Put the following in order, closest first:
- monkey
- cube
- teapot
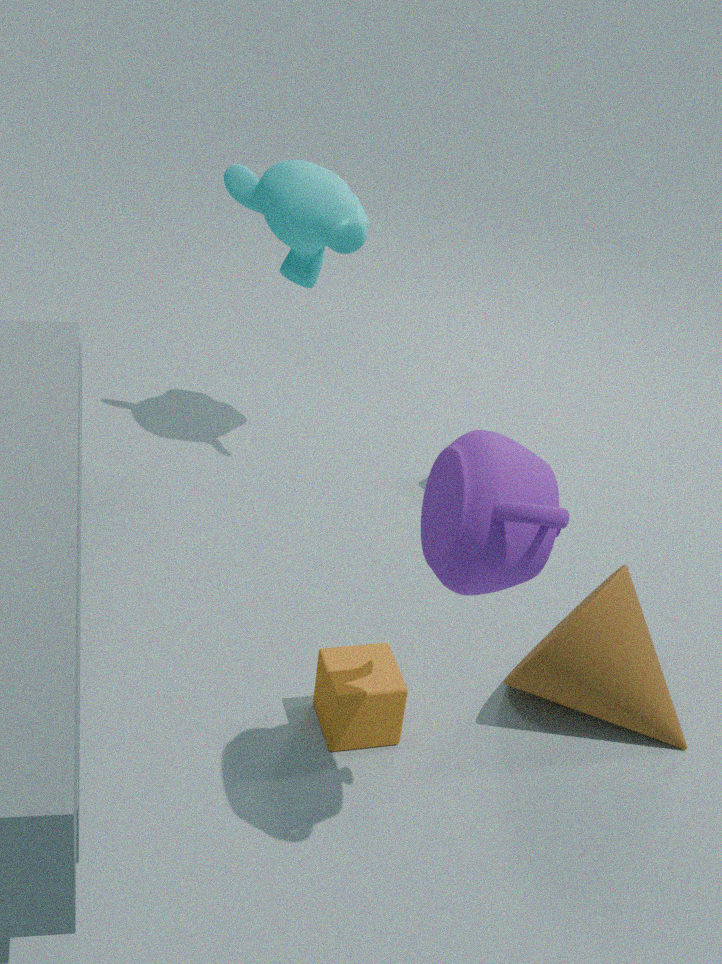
1. teapot
2. cube
3. monkey
